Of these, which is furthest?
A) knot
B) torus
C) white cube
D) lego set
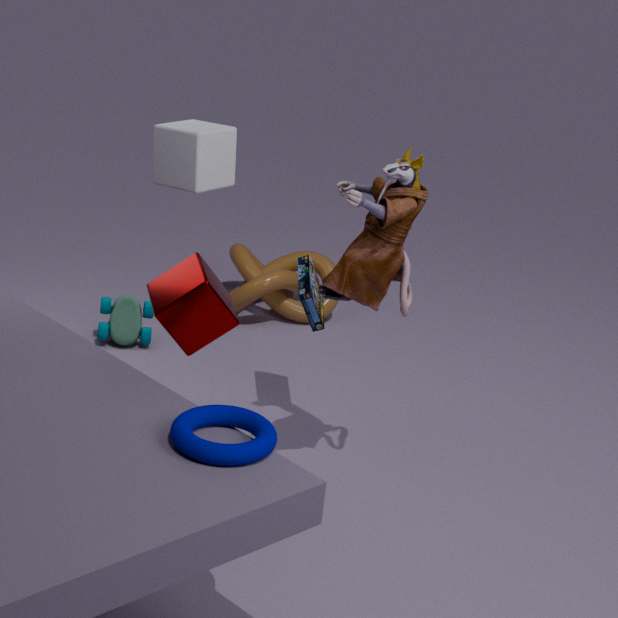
knot
